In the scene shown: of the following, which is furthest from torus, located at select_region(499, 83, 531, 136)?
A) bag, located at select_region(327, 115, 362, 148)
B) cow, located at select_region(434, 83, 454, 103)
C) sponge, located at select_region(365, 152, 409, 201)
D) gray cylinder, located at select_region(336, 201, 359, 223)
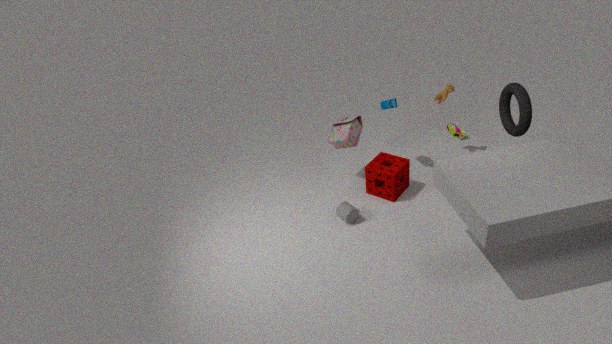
gray cylinder, located at select_region(336, 201, 359, 223)
